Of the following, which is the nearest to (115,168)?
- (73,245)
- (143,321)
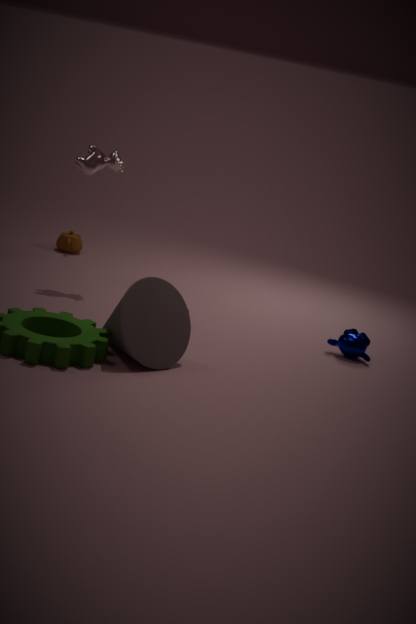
(73,245)
